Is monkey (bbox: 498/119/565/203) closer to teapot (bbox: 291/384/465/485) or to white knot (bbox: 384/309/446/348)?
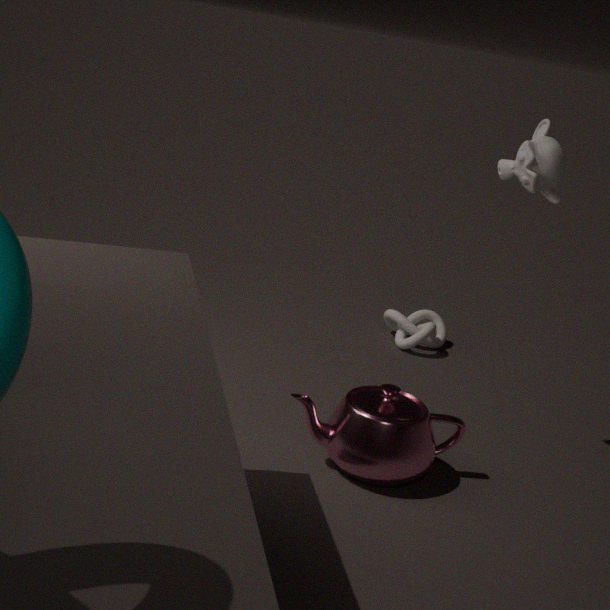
teapot (bbox: 291/384/465/485)
